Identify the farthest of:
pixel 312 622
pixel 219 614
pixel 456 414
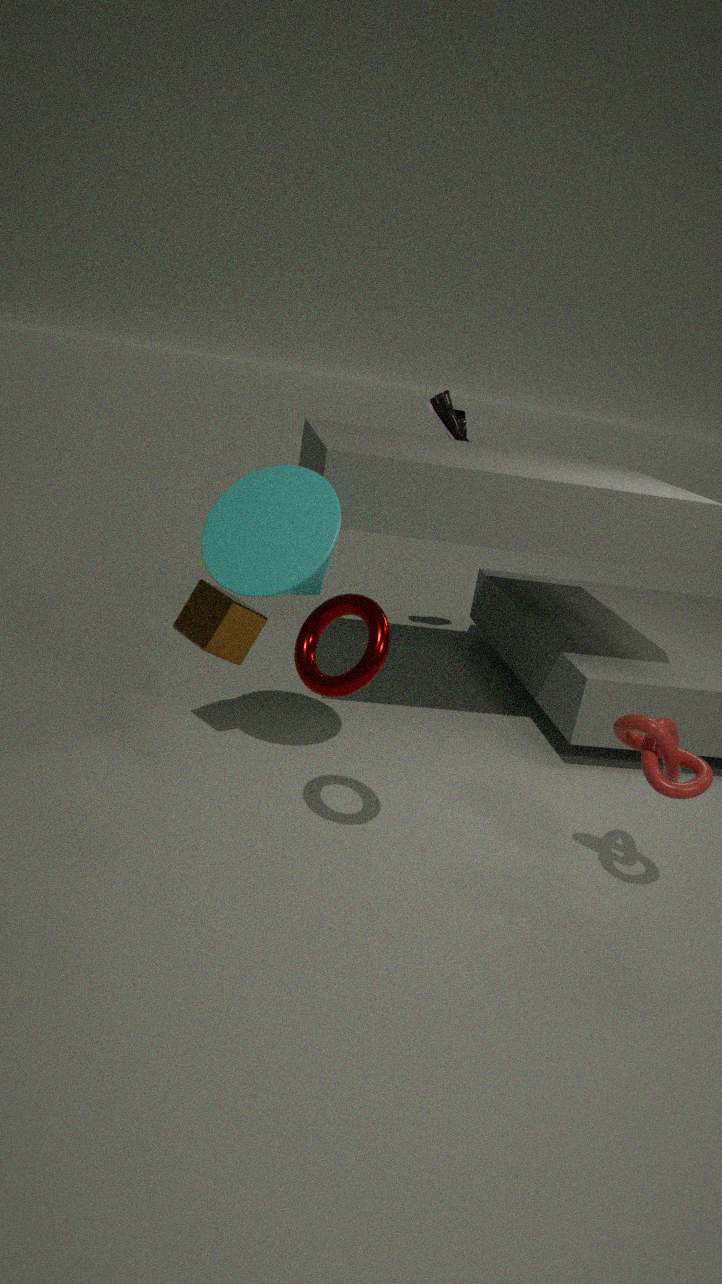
pixel 456 414
